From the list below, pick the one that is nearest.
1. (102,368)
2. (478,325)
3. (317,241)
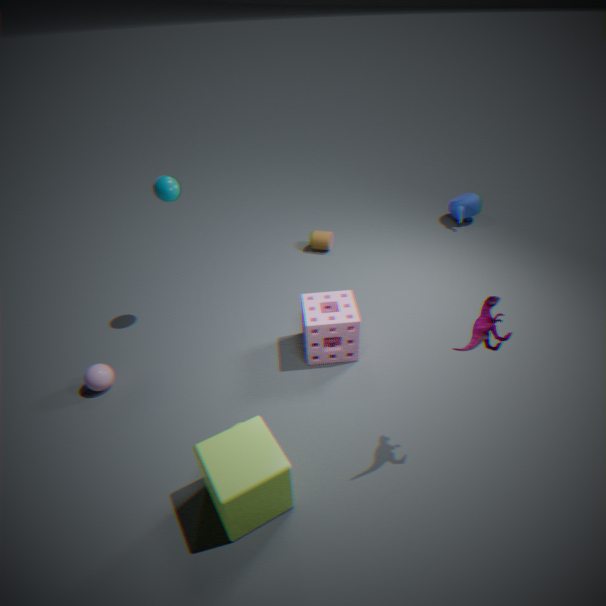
(478,325)
